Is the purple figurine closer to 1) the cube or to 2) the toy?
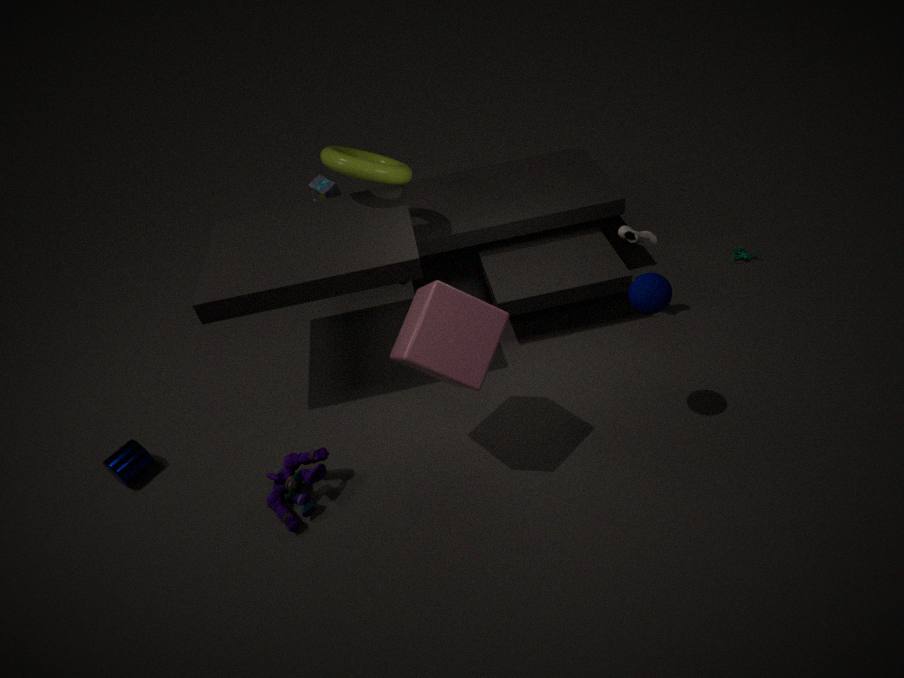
1) the cube
